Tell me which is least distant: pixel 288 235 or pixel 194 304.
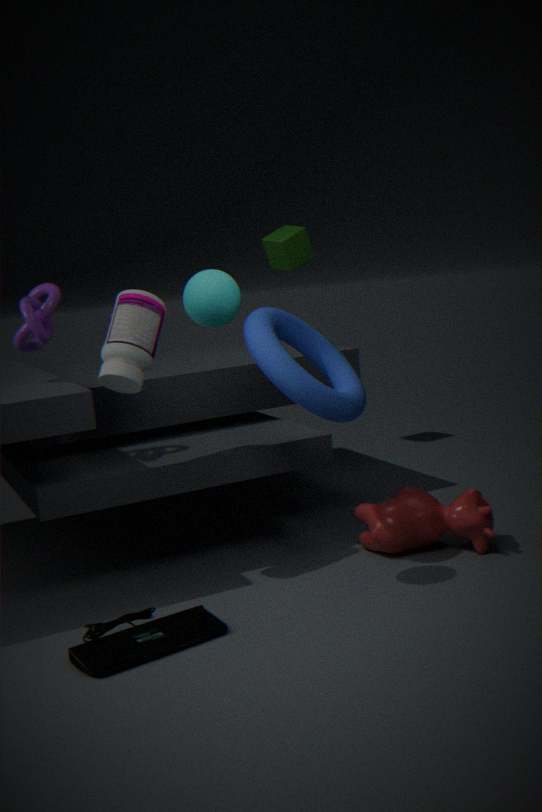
pixel 194 304
